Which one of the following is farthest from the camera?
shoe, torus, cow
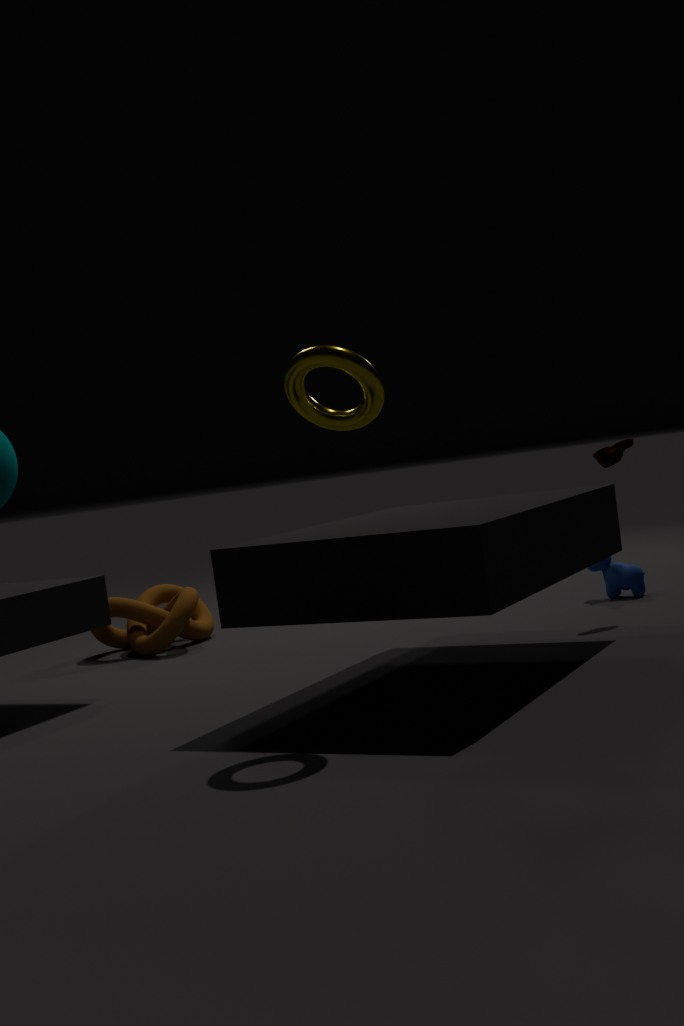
cow
